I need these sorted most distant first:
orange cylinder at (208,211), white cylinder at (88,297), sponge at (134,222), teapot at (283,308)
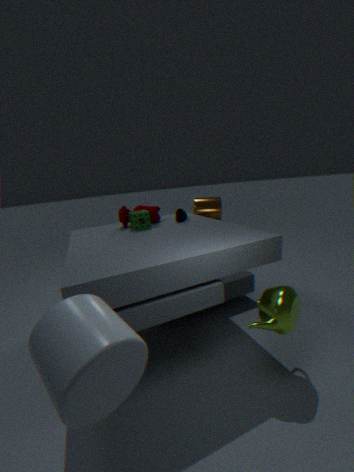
orange cylinder at (208,211), sponge at (134,222), teapot at (283,308), white cylinder at (88,297)
